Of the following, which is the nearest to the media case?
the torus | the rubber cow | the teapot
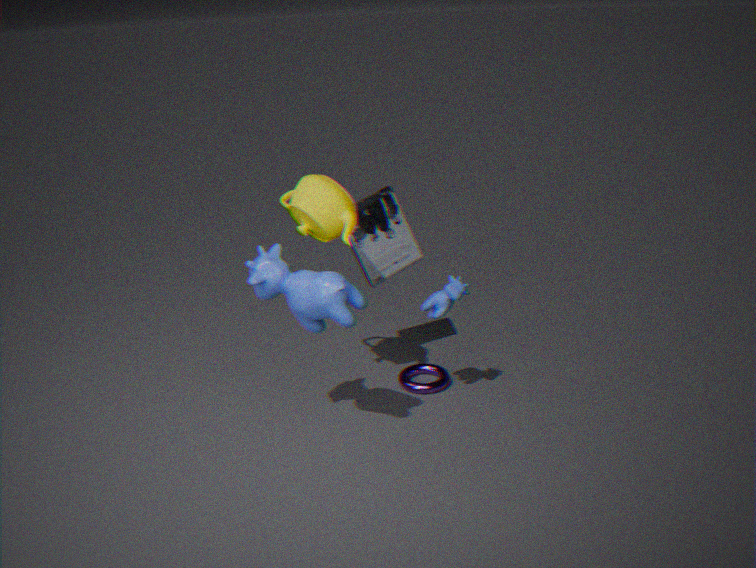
the teapot
